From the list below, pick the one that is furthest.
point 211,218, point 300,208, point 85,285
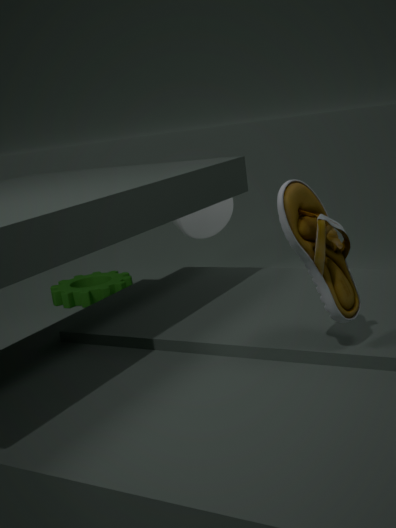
point 85,285
